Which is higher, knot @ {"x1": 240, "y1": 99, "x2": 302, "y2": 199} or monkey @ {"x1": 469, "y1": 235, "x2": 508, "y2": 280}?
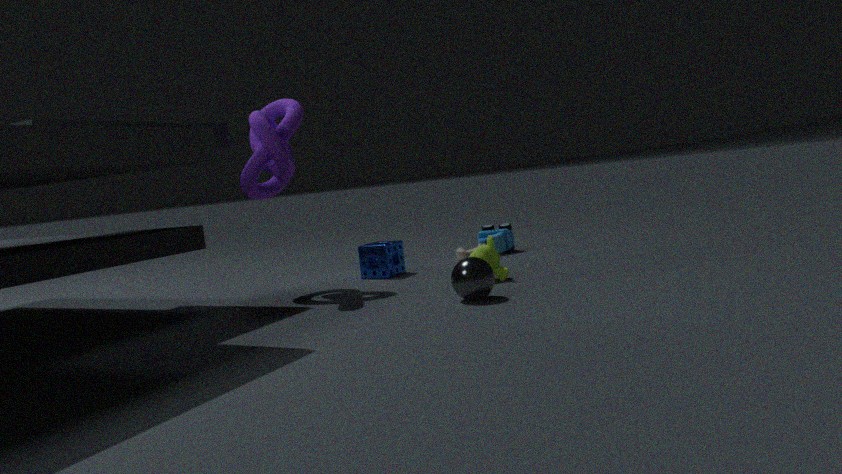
knot @ {"x1": 240, "y1": 99, "x2": 302, "y2": 199}
